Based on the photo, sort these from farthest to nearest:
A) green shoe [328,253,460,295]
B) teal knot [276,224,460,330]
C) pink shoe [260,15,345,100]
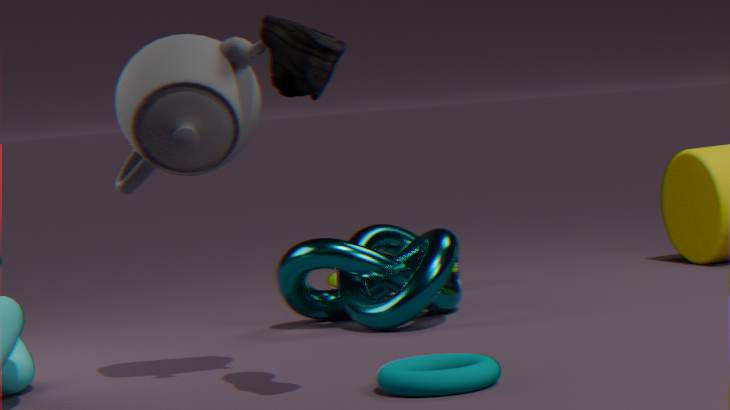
green shoe [328,253,460,295]
teal knot [276,224,460,330]
pink shoe [260,15,345,100]
